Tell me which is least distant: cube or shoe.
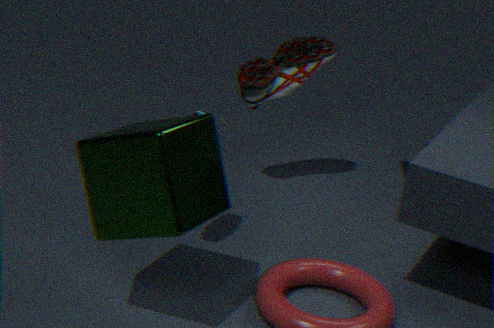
cube
